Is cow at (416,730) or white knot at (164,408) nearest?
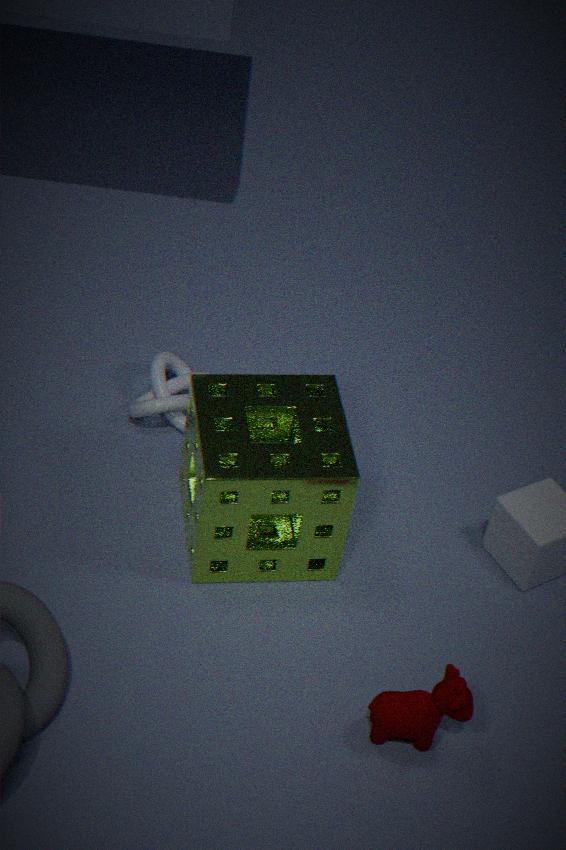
cow at (416,730)
